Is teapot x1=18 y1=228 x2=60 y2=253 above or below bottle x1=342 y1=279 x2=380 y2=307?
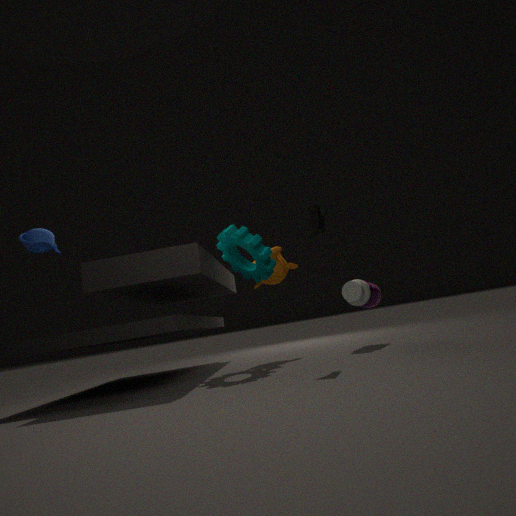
above
